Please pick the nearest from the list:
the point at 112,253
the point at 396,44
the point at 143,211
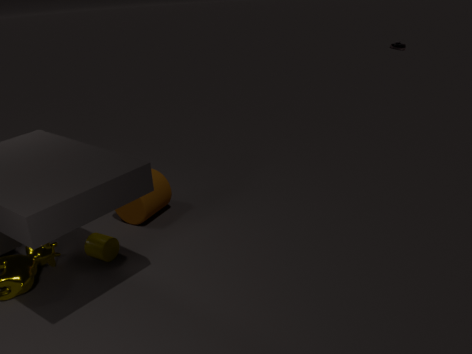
the point at 112,253
